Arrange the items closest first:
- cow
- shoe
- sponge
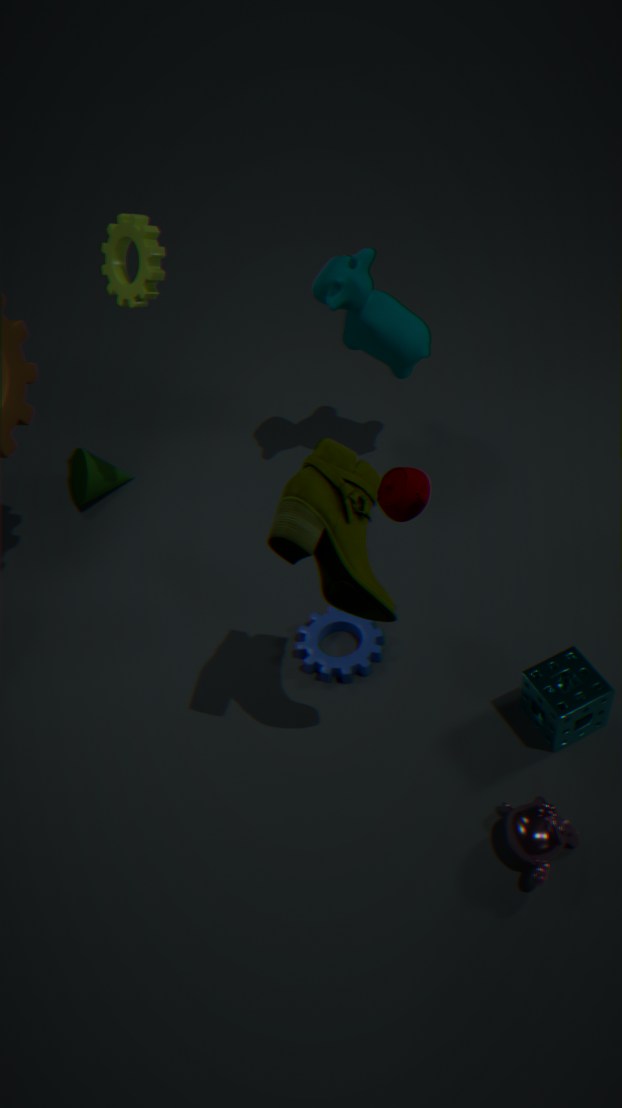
1. shoe
2. sponge
3. cow
